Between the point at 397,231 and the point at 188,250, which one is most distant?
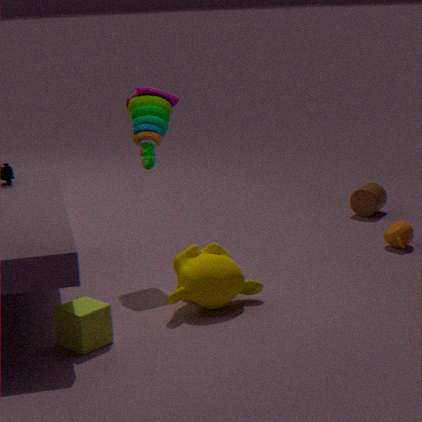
the point at 397,231
